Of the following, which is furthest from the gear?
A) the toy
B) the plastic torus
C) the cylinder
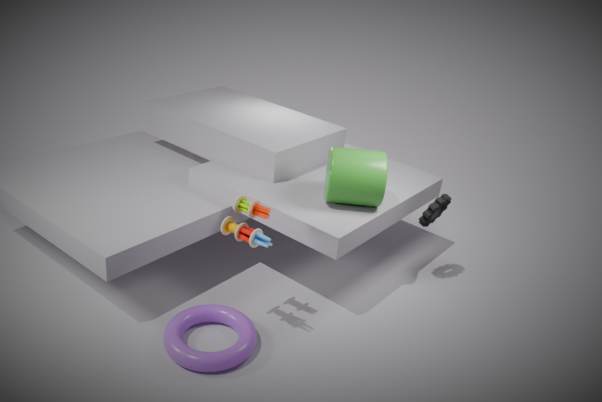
the plastic torus
